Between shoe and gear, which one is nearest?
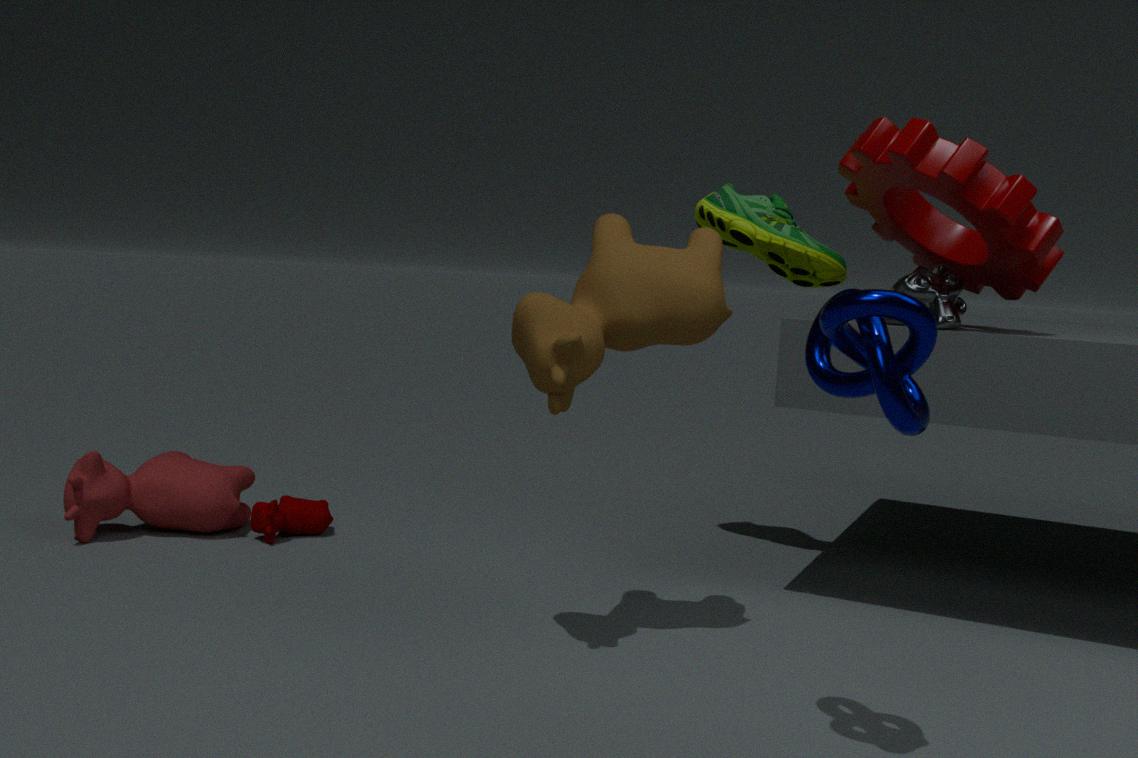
gear
